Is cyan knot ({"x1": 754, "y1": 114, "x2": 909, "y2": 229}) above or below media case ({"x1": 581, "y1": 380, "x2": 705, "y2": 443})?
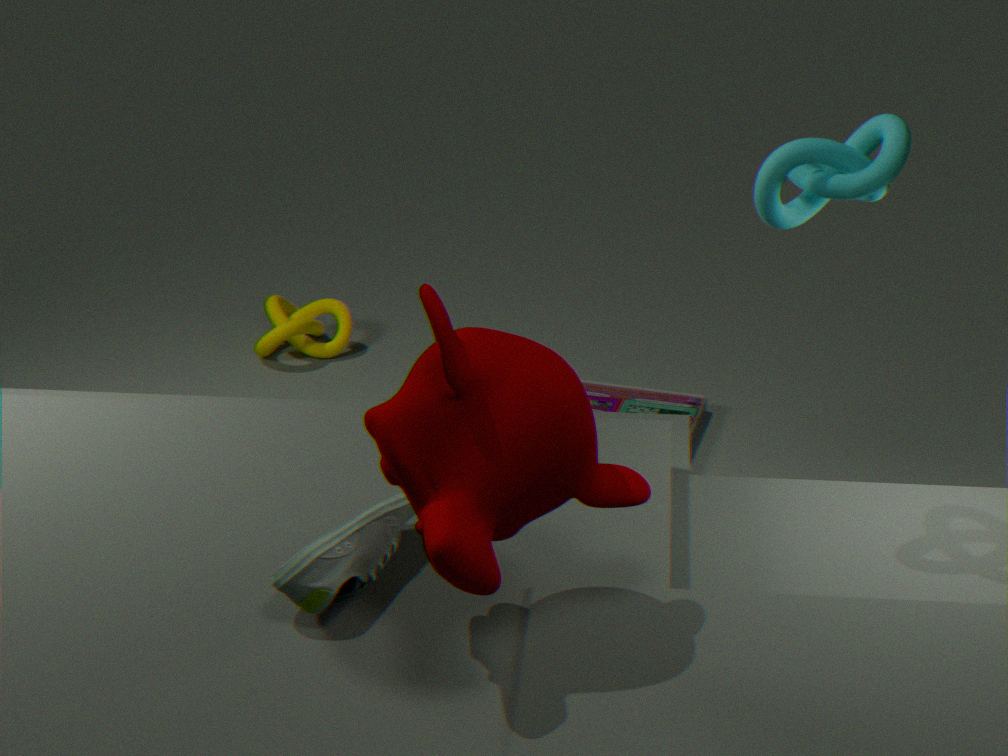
above
